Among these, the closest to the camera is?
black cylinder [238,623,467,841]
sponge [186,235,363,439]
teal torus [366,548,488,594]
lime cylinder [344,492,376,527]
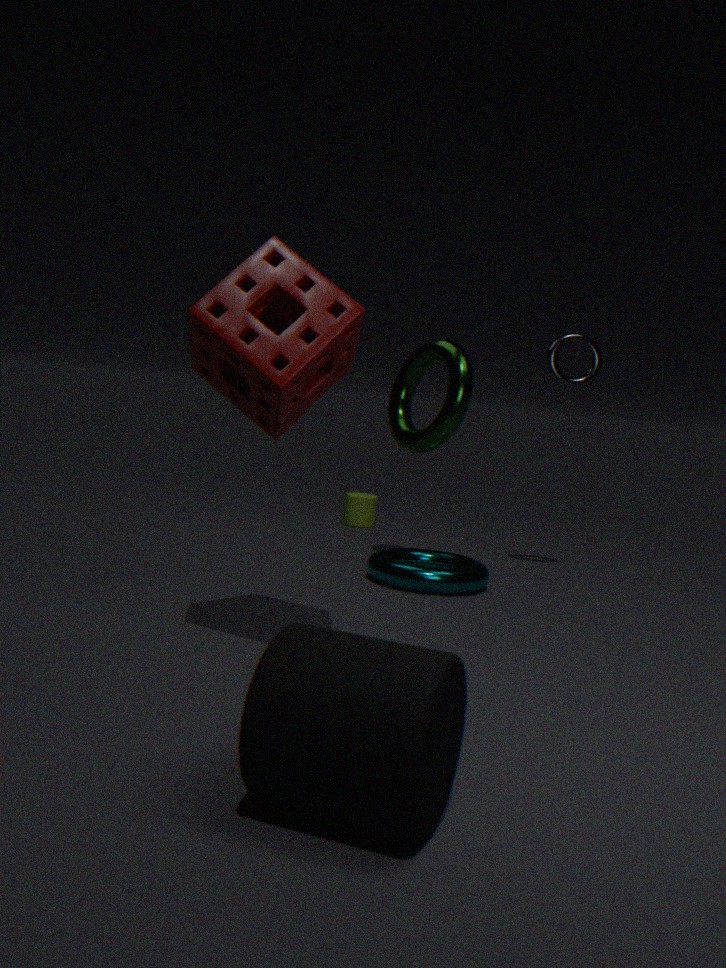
black cylinder [238,623,467,841]
